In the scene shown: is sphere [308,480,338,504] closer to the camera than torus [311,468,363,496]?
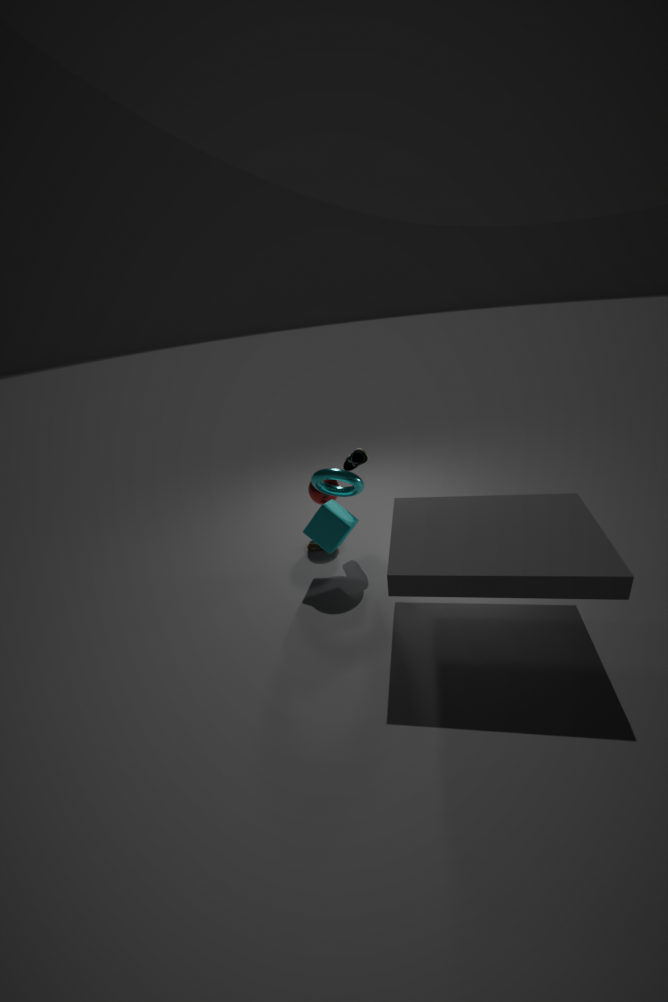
No
